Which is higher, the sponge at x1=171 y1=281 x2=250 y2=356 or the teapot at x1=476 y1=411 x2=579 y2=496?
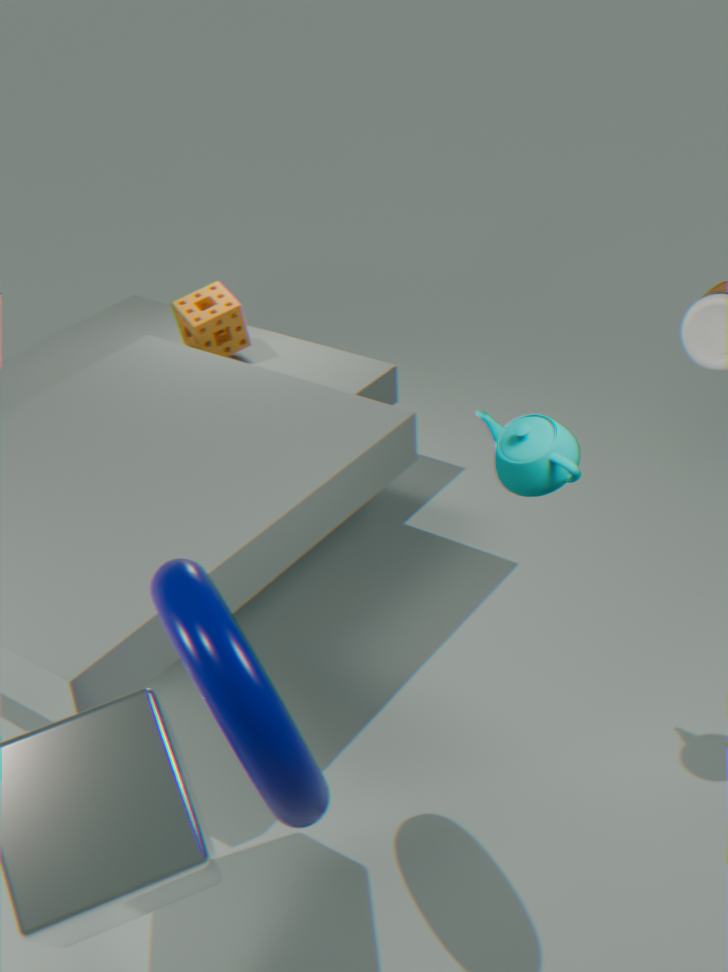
the teapot at x1=476 y1=411 x2=579 y2=496
